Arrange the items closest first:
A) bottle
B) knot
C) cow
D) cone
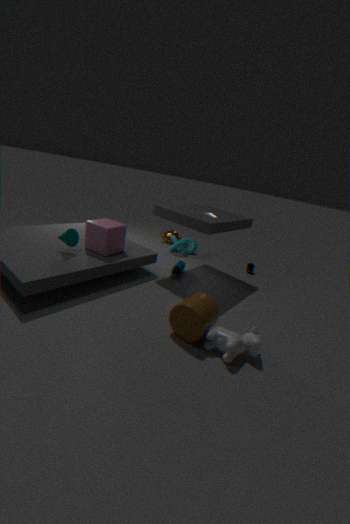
cow < cone < bottle < knot
